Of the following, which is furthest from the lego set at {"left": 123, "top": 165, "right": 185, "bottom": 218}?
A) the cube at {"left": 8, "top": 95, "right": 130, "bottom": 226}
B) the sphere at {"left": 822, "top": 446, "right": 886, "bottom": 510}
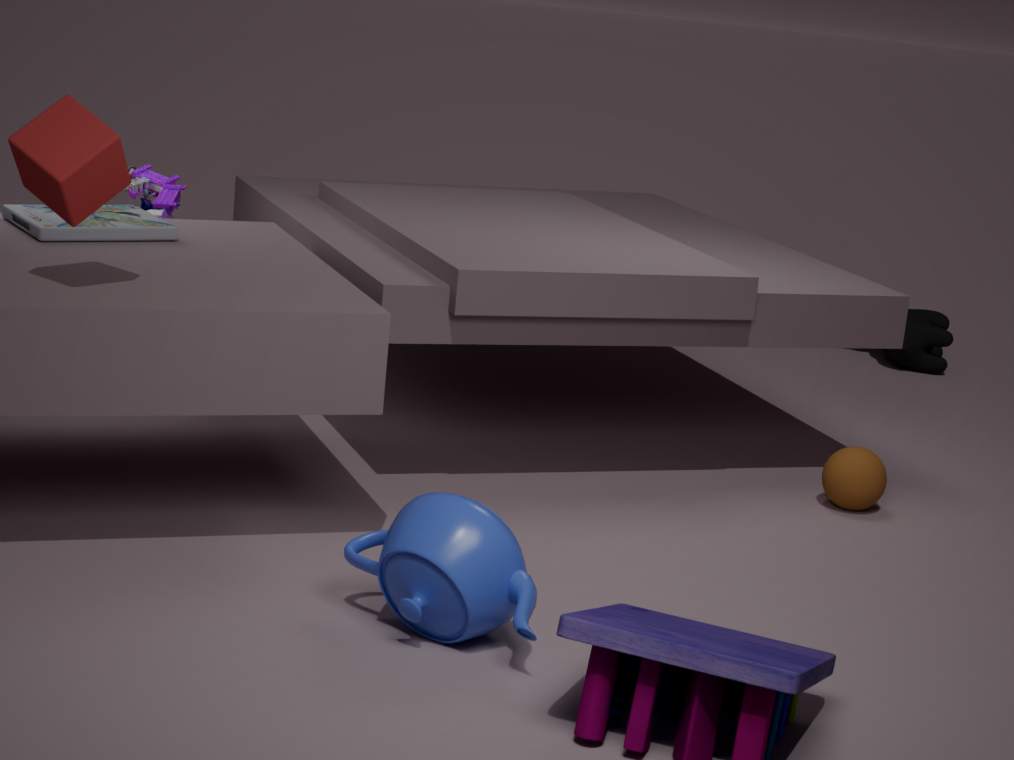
the sphere at {"left": 822, "top": 446, "right": 886, "bottom": 510}
